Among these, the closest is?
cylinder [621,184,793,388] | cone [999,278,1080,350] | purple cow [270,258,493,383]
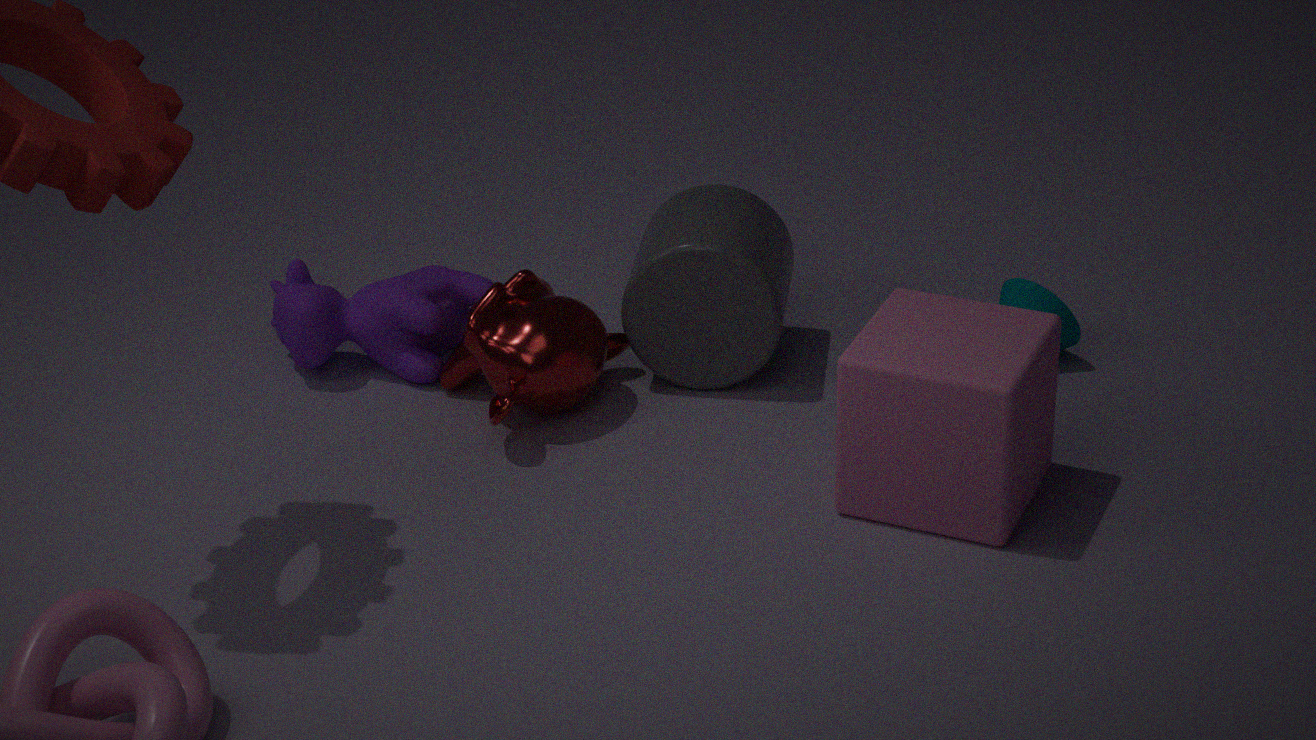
cylinder [621,184,793,388]
